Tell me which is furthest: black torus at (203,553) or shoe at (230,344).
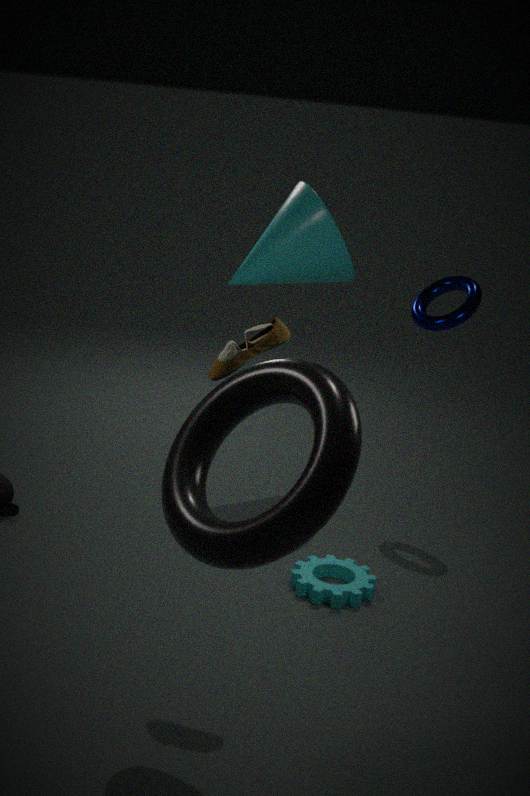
shoe at (230,344)
